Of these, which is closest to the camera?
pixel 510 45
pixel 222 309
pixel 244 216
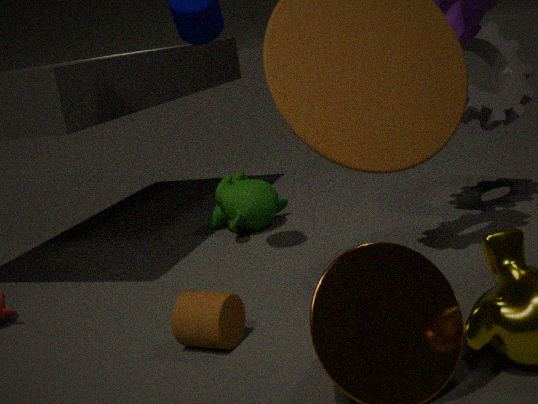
pixel 222 309
